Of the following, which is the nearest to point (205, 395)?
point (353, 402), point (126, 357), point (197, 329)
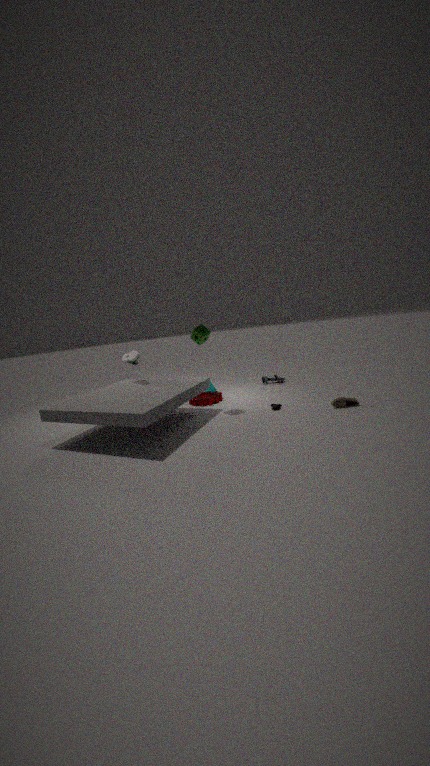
point (197, 329)
